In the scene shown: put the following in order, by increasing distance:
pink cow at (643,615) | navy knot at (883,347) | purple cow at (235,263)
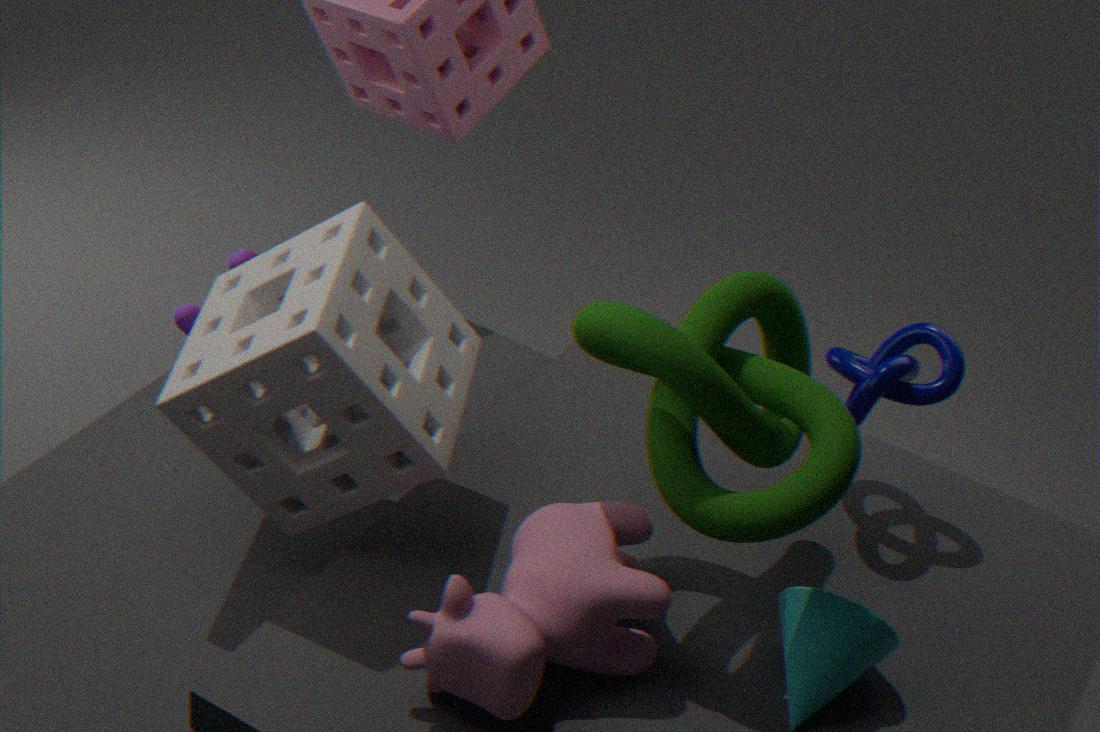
pink cow at (643,615)
navy knot at (883,347)
purple cow at (235,263)
